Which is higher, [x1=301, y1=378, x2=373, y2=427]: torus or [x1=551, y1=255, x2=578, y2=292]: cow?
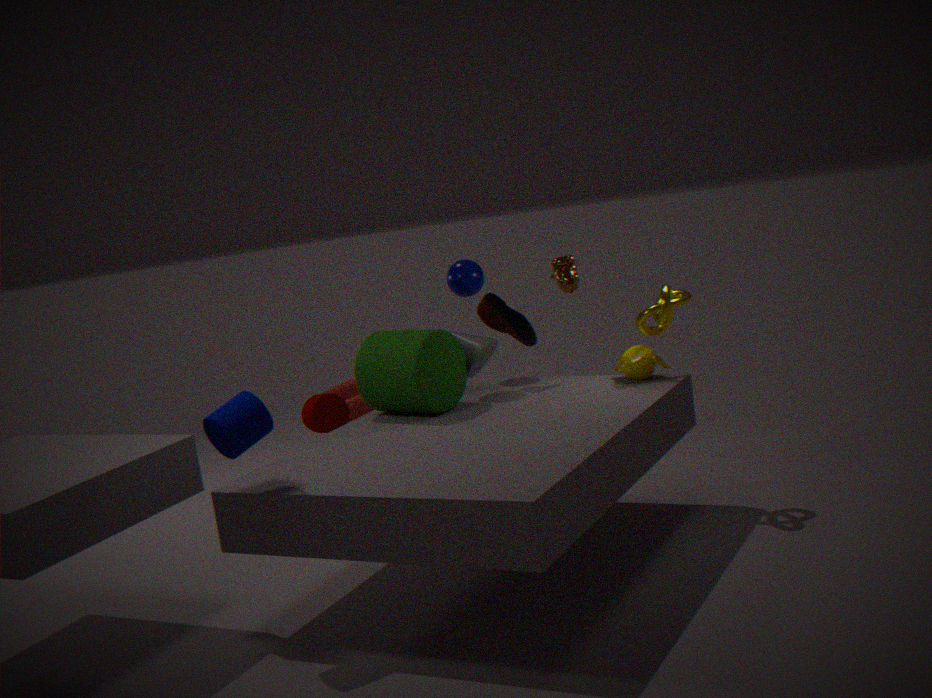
[x1=551, y1=255, x2=578, y2=292]: cow
